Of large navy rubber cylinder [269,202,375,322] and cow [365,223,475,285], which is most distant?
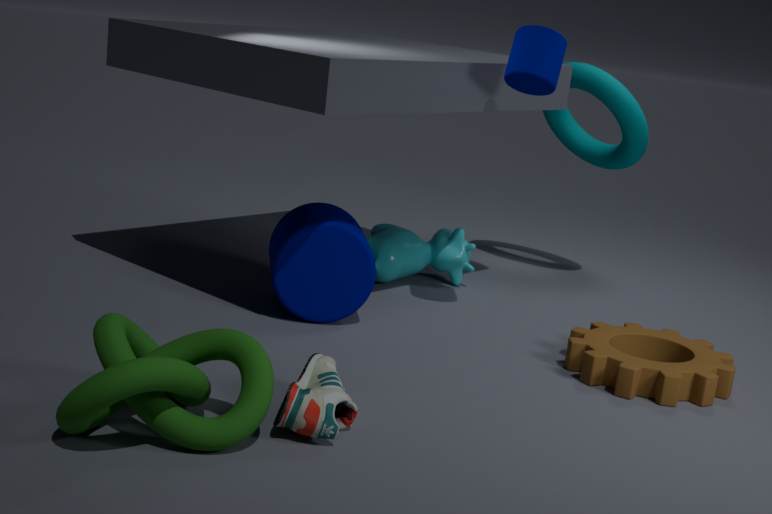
cow [365,223,475,285]
